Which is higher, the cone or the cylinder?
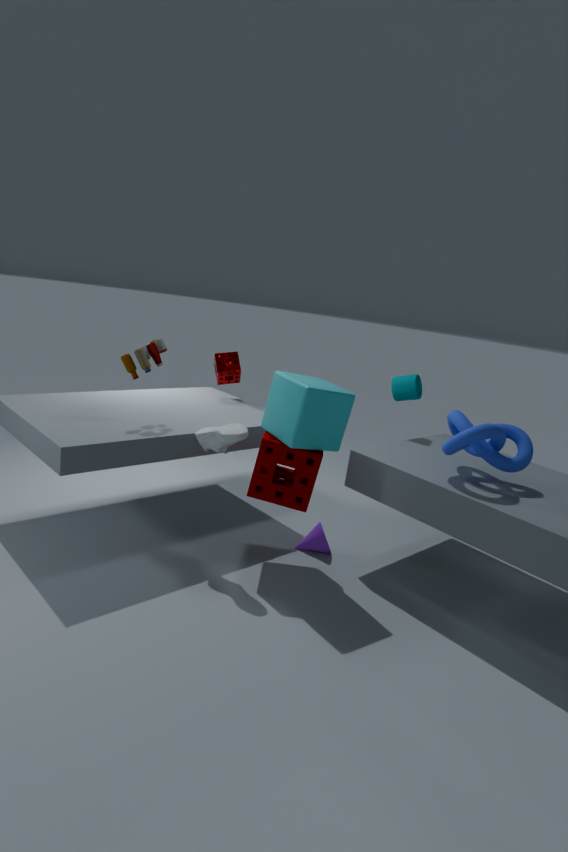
the cylinder
